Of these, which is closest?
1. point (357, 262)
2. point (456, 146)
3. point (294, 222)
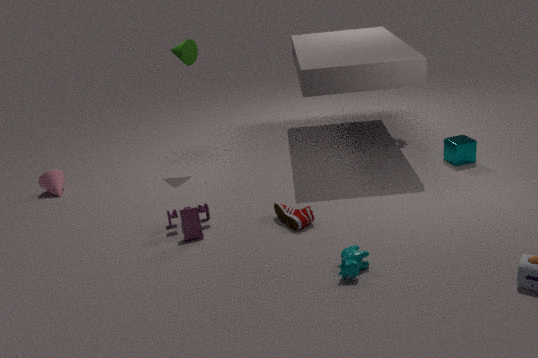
point (357, 262)
